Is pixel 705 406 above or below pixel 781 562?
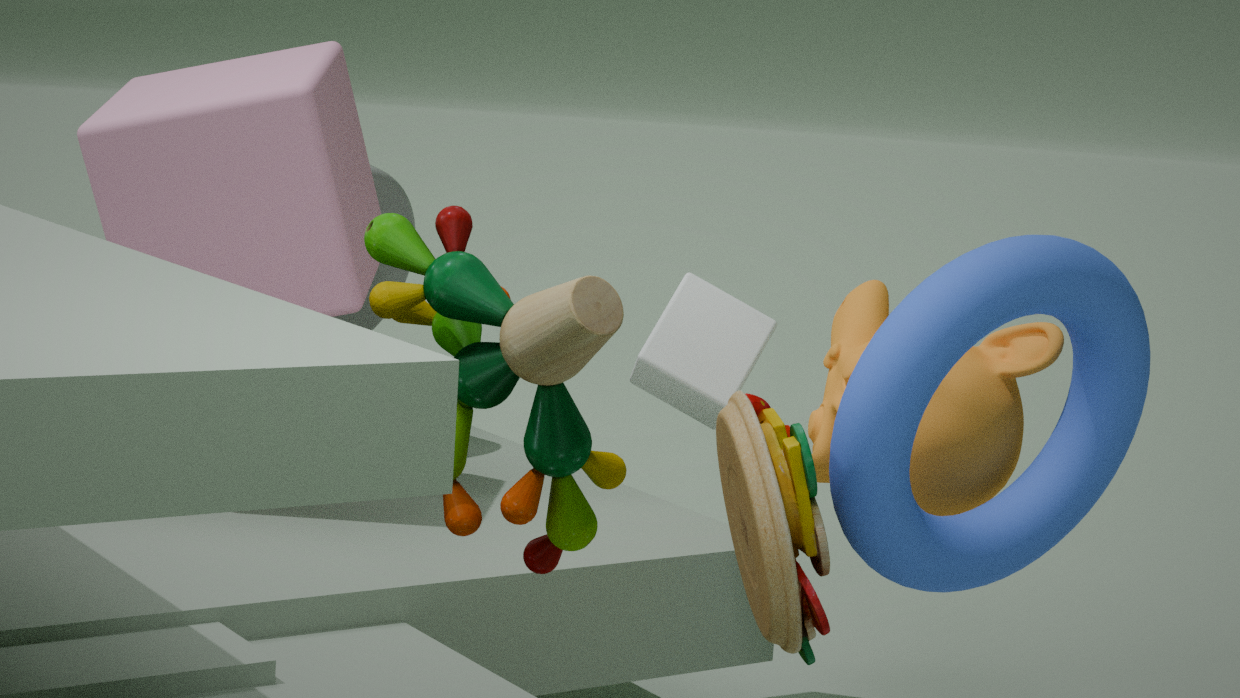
above
